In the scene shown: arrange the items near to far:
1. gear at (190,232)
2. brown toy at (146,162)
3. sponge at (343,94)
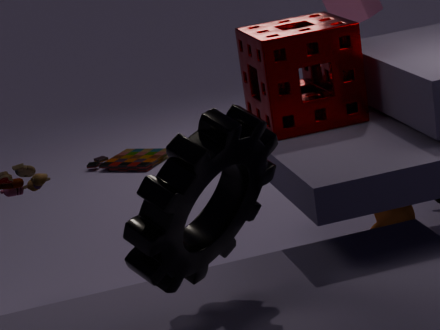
gear at (190,232) < sponge at (343,94) < brown toy at (146,162)
